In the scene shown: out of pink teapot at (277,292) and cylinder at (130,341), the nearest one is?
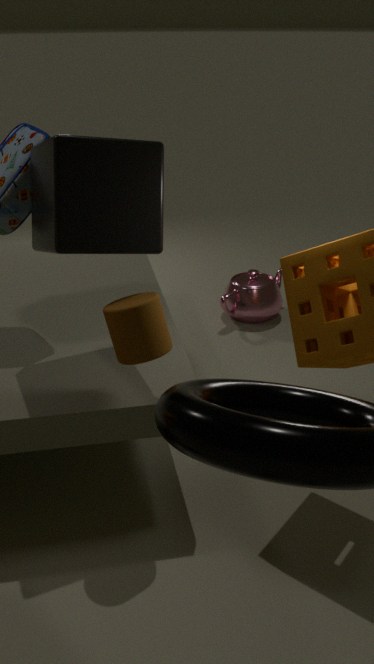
cylinder at (130,341)
